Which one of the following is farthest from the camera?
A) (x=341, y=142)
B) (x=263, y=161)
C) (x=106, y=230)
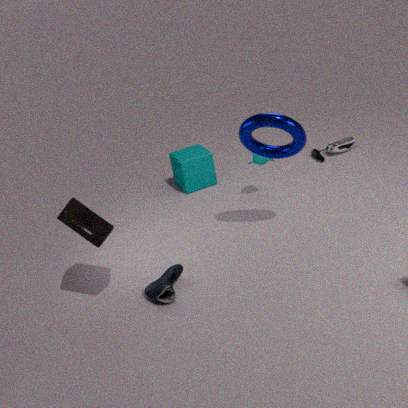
(x=341, y=142)
